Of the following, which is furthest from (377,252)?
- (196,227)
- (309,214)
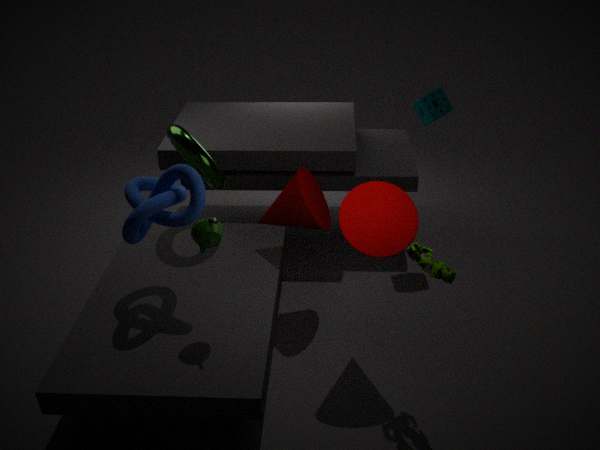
(196,227)
